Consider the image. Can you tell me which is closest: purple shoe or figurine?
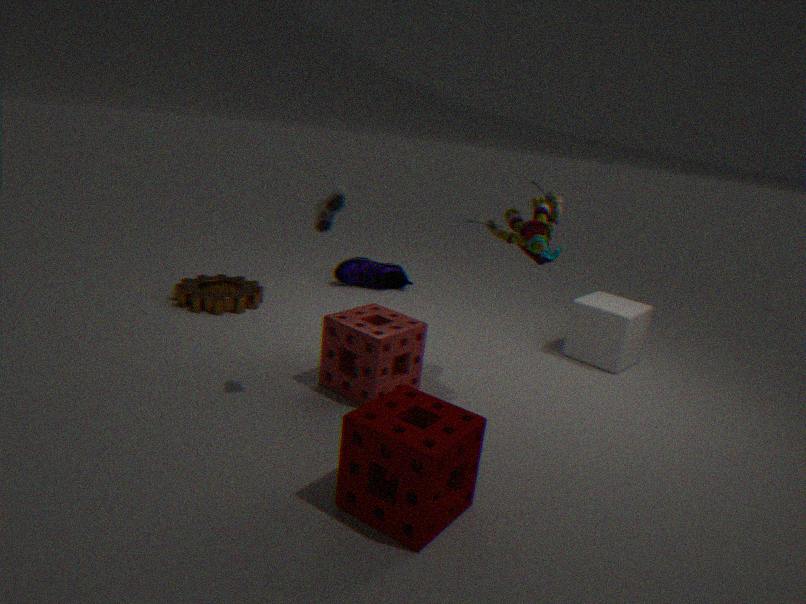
figurine
